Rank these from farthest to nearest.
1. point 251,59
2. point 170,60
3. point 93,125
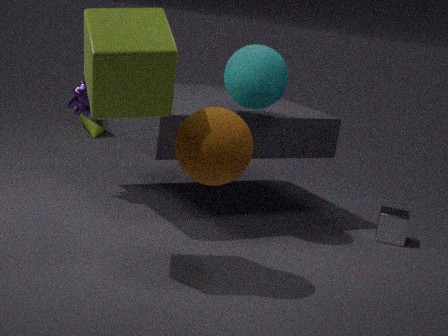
point 93,125 → point 251,59 → point 170,60
